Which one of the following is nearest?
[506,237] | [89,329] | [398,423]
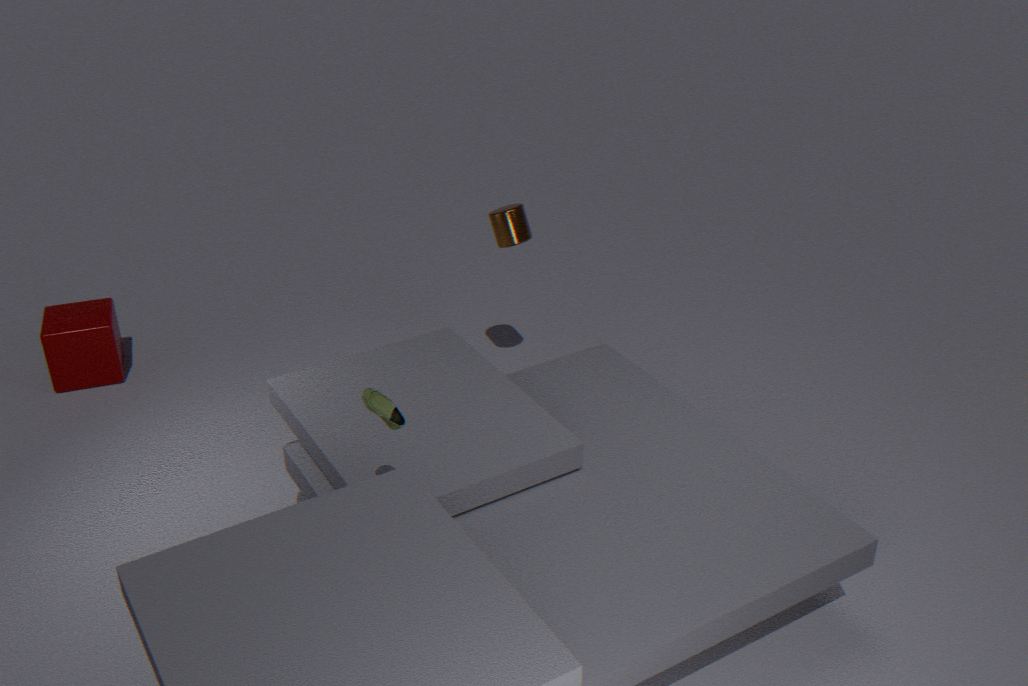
[398,423]
